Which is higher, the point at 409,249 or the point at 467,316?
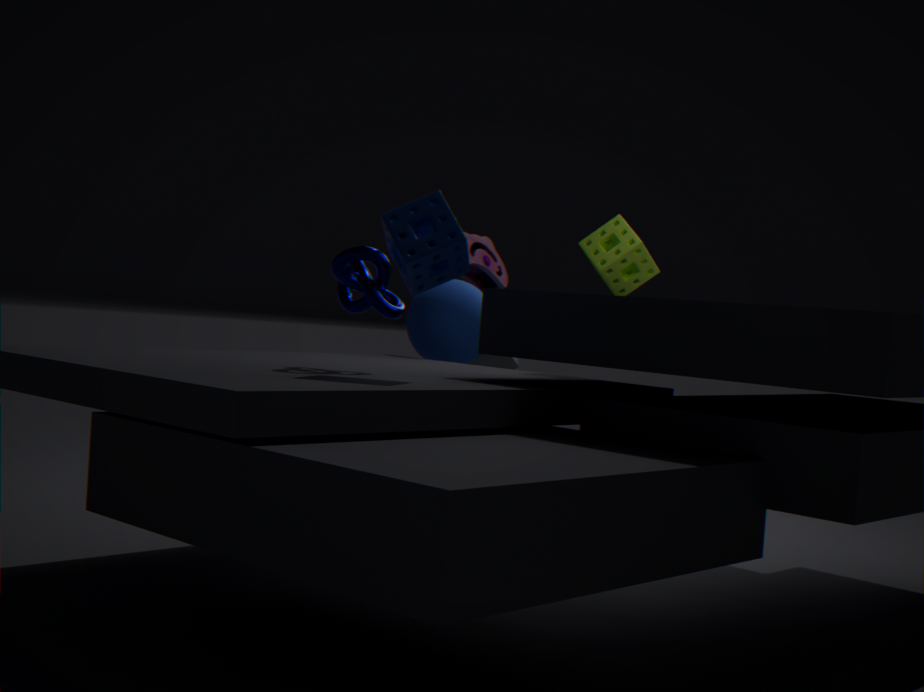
the point at 409,249
